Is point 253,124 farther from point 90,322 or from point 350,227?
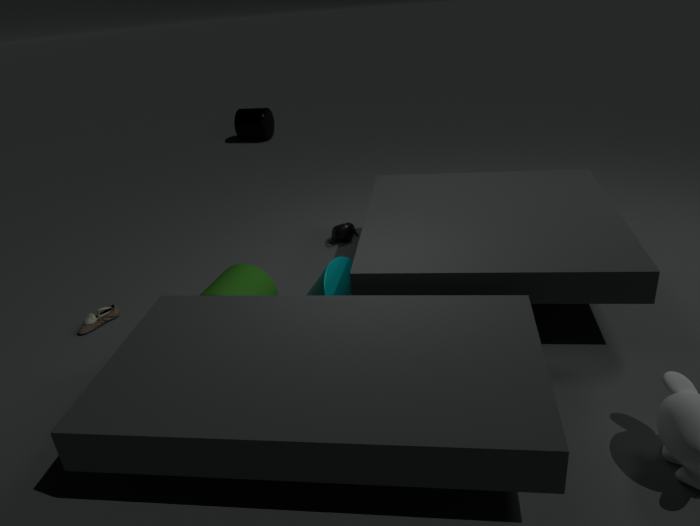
point 90,322
